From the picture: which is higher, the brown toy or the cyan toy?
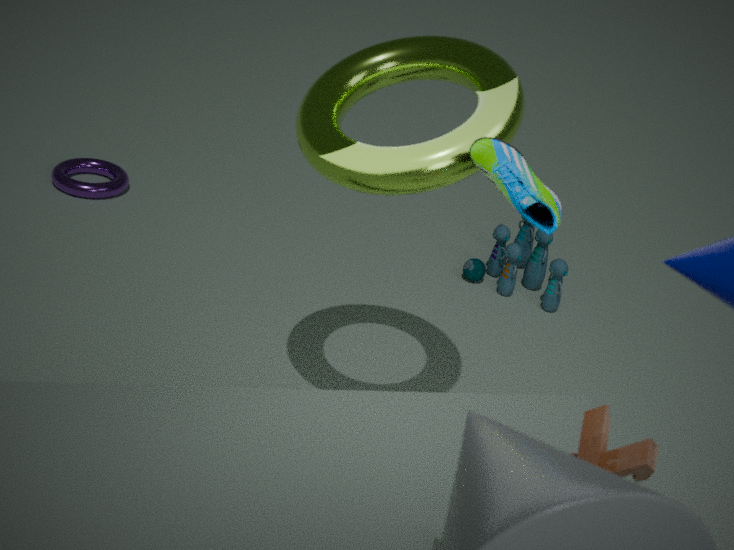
the brown toy
